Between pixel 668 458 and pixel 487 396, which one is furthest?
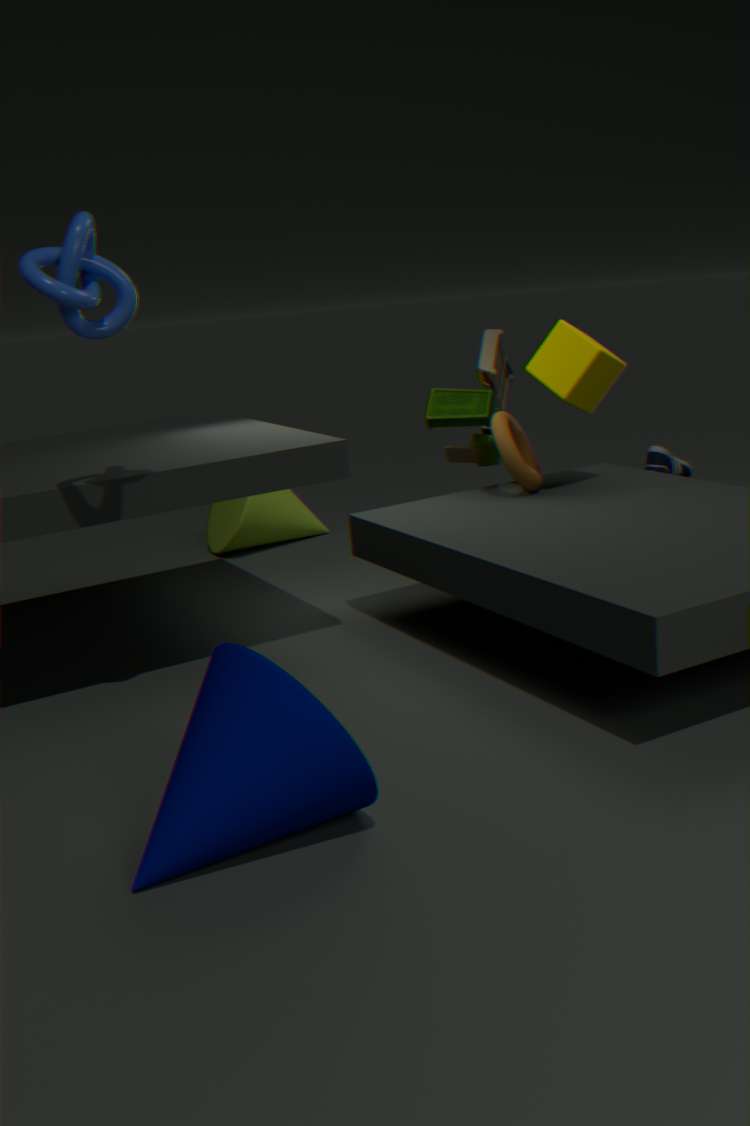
pixel 668 458
